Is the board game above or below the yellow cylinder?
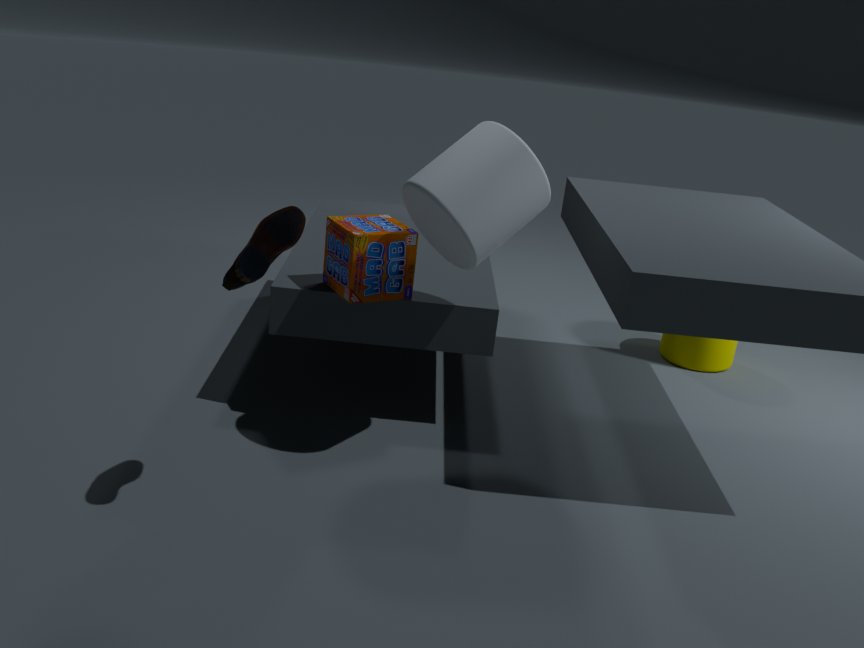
above
